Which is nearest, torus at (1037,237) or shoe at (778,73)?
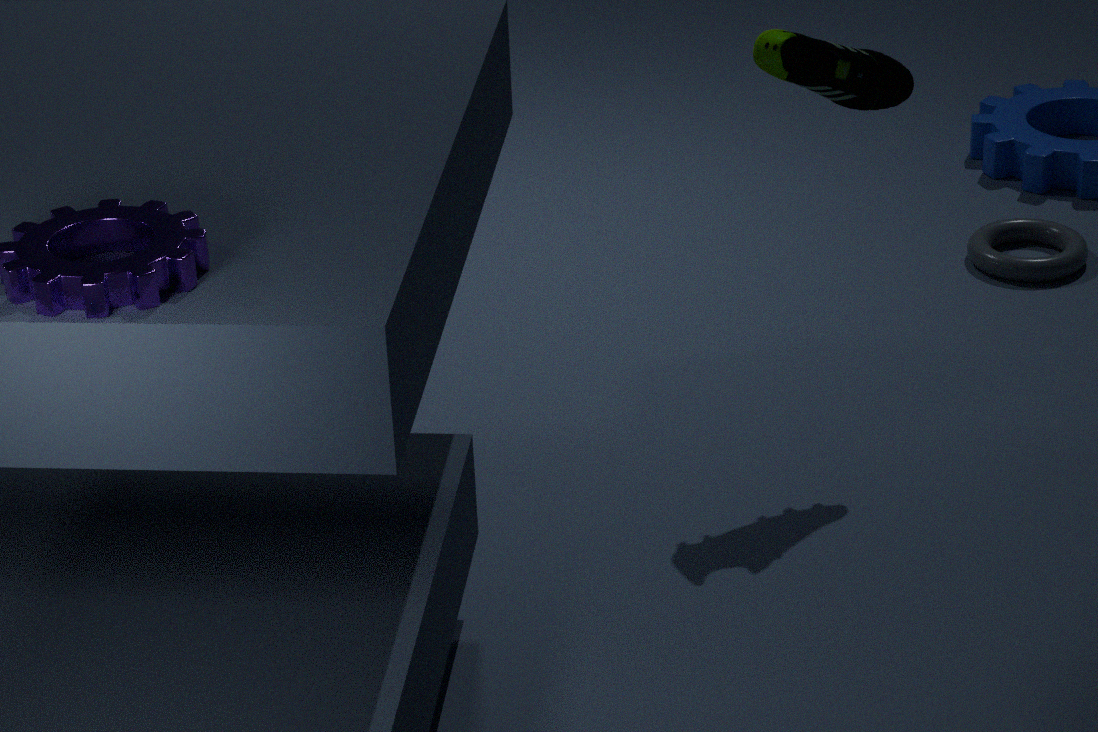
shoe at (778,73)
